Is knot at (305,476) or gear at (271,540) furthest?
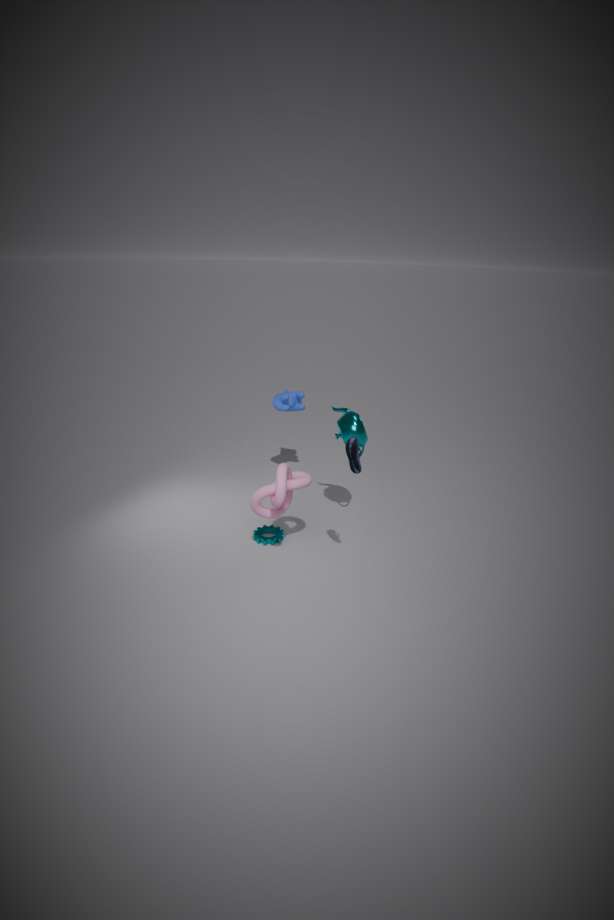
gear at (271,540)
